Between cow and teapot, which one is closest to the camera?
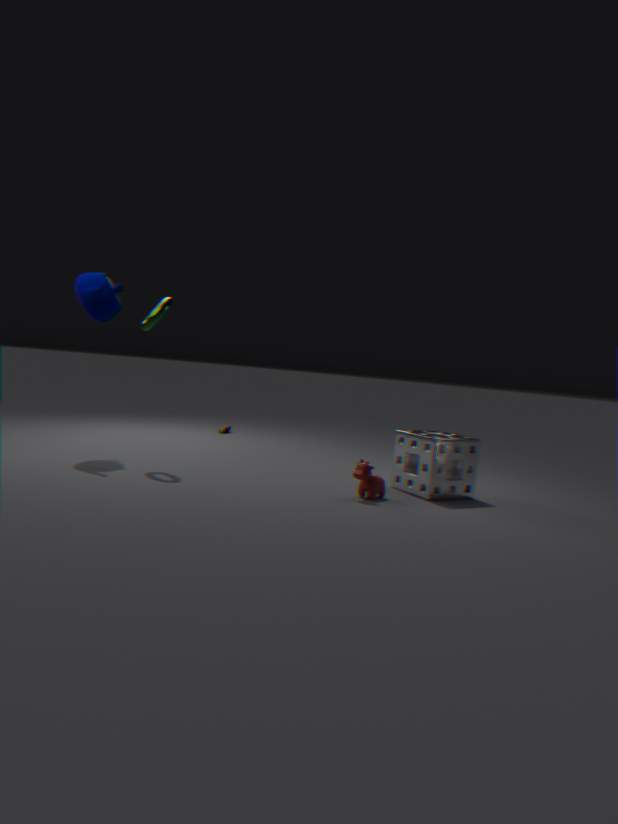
cow
